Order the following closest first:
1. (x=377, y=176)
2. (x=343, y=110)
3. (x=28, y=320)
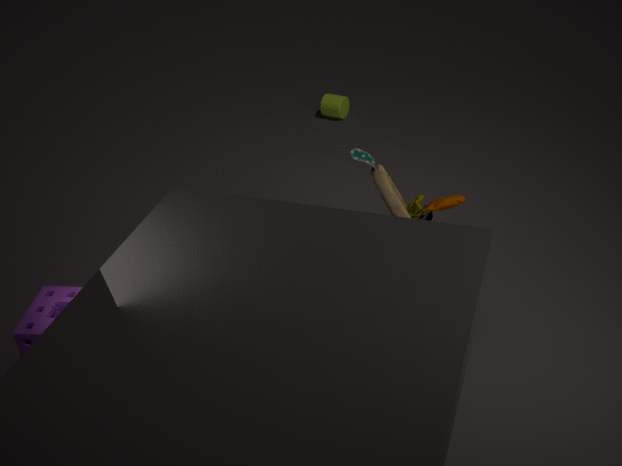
(x=28, y=320), (x=377, y=176), (x=343, y=110)
